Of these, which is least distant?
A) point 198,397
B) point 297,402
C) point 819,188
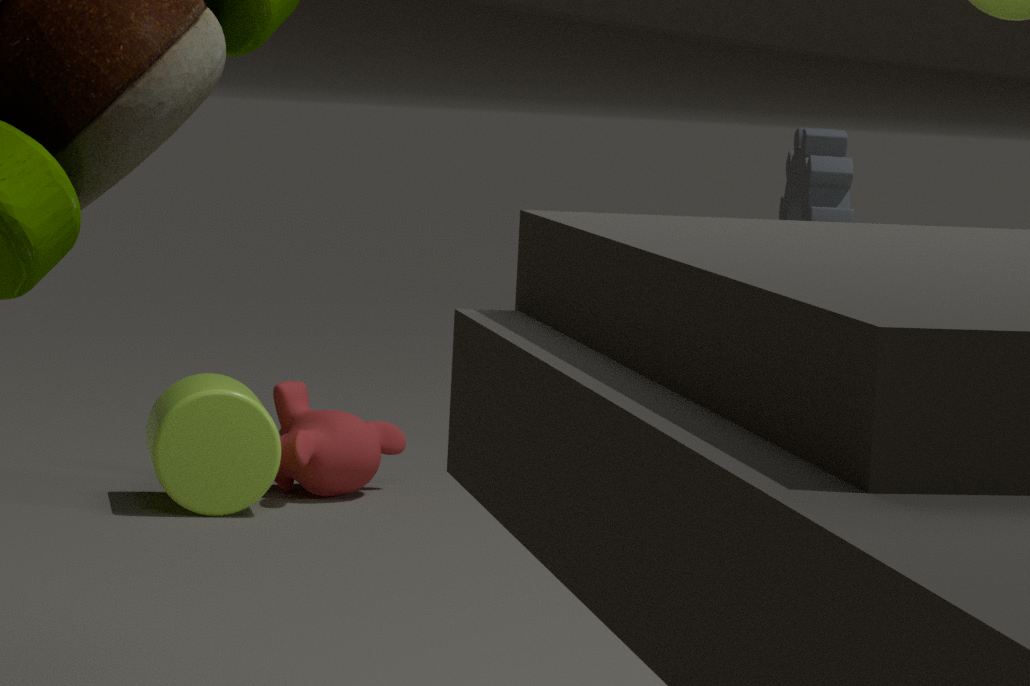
point 198,397
